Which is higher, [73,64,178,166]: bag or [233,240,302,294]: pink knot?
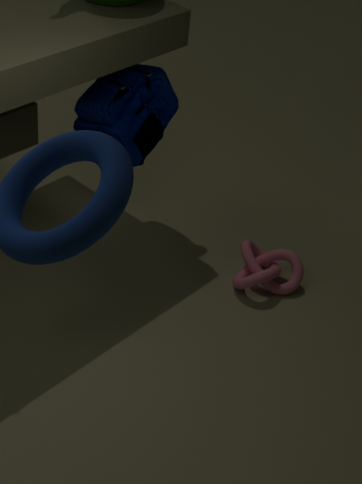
[73,64,178,166]: bag
